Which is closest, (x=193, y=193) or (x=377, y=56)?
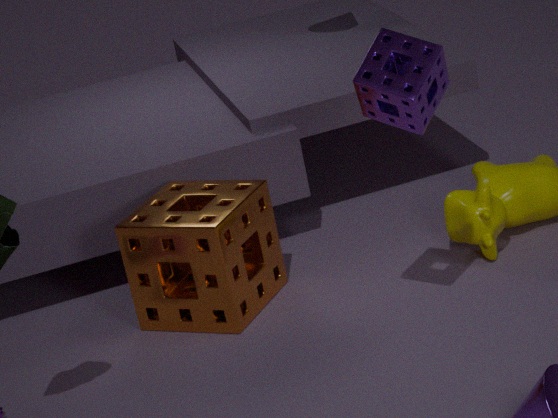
(x=377, y=56)
